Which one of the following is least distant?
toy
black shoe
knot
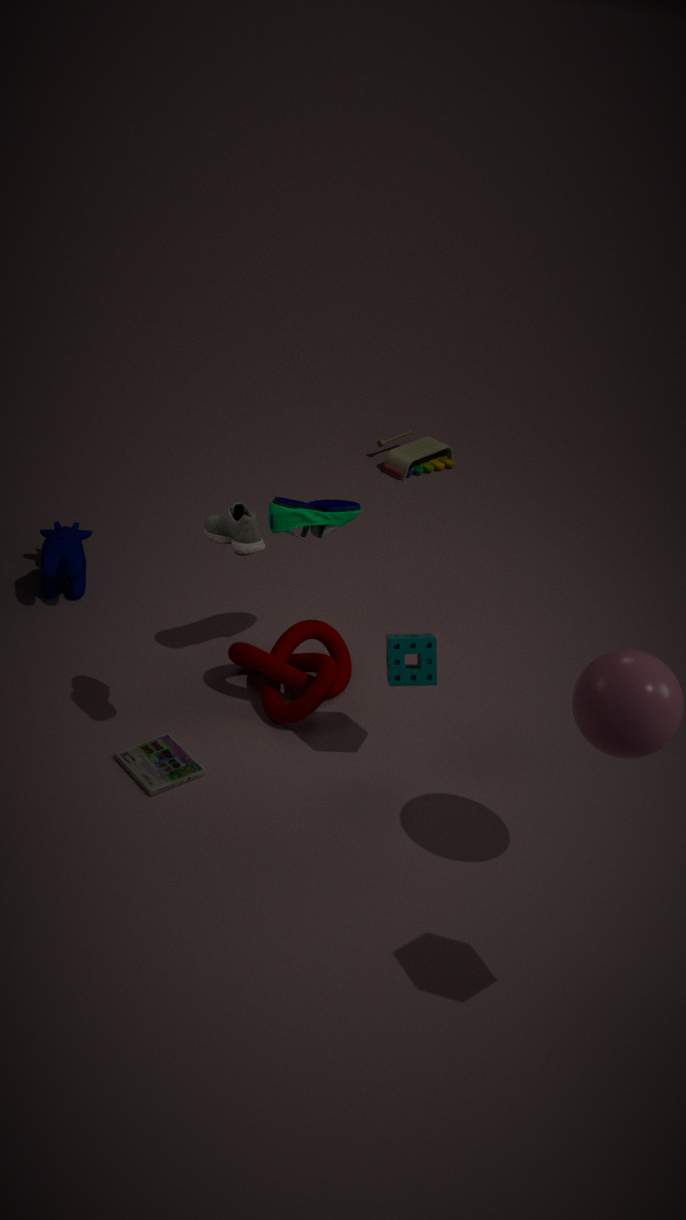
black shoe
